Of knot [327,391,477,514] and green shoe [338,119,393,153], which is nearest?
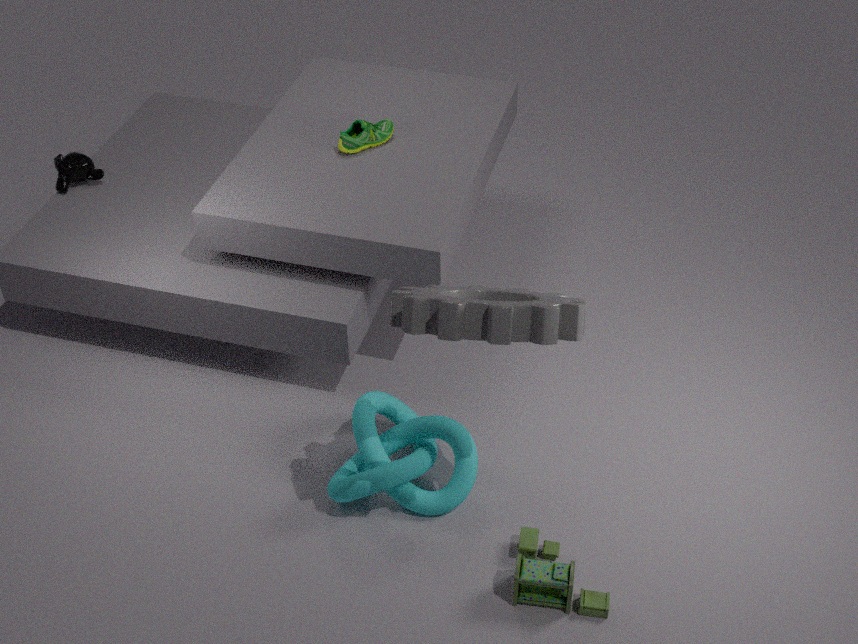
knot [327,391,477,514]
